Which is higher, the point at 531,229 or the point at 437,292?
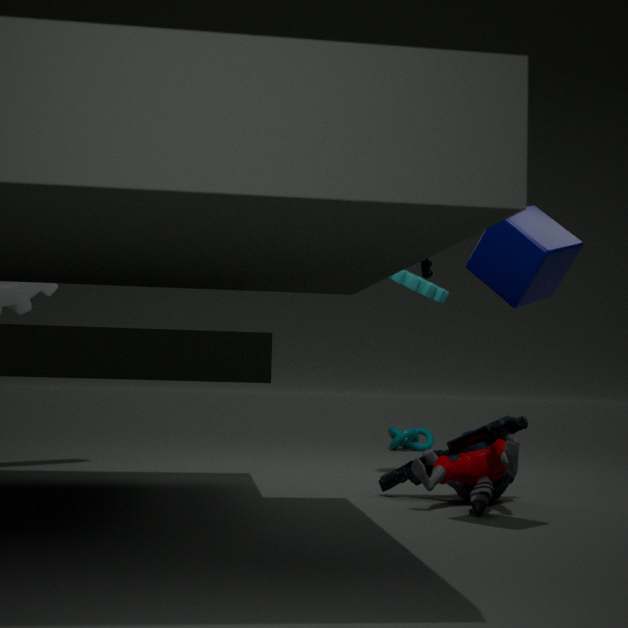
the point at 437,292
